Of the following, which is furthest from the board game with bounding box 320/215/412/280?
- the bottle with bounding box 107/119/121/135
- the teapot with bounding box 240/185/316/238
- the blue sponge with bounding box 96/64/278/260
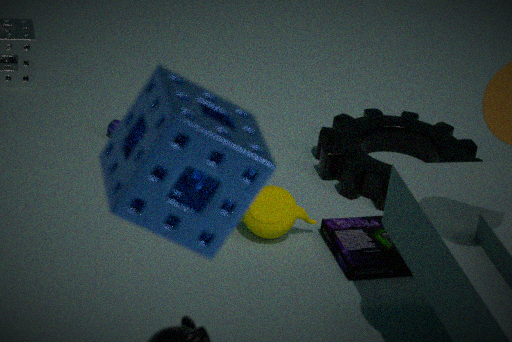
the blue sponge with bounding box 96/64/278/260
